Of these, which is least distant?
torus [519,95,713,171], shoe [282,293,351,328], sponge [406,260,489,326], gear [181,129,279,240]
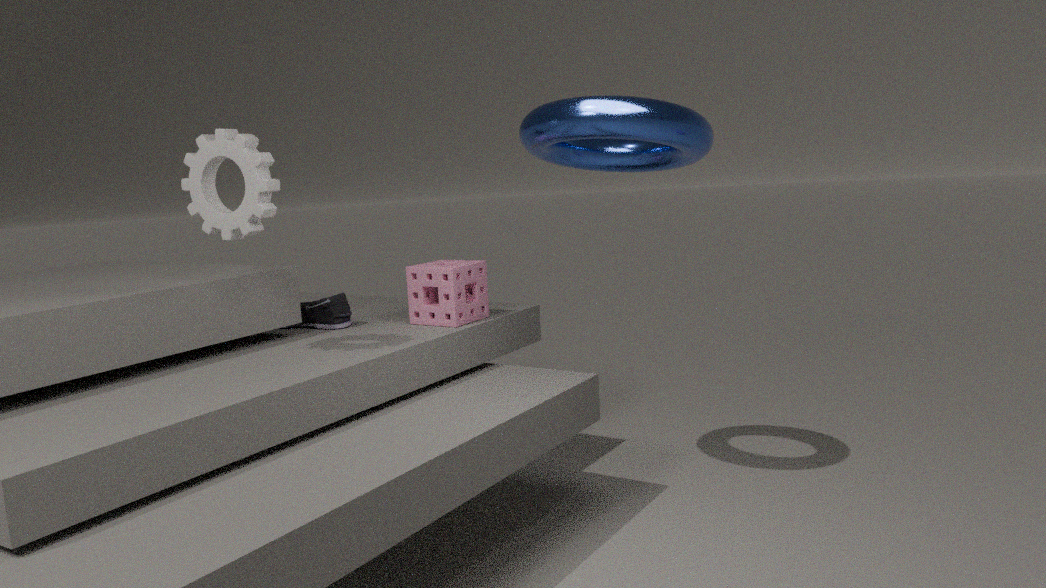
gear [181,129,279,240]
